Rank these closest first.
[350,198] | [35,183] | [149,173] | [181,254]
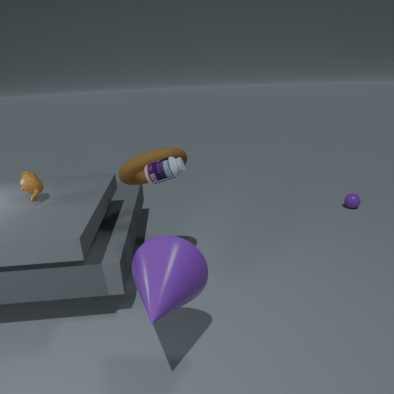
[181,254] → [149,173] → [35,183] → [350,198]
